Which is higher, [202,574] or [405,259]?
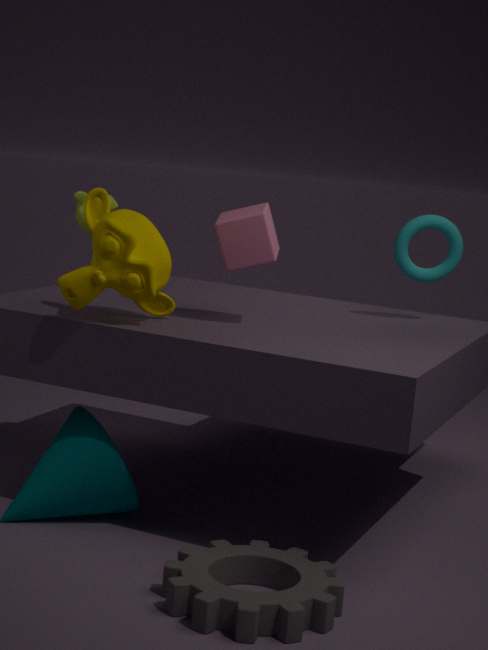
[405,259]
